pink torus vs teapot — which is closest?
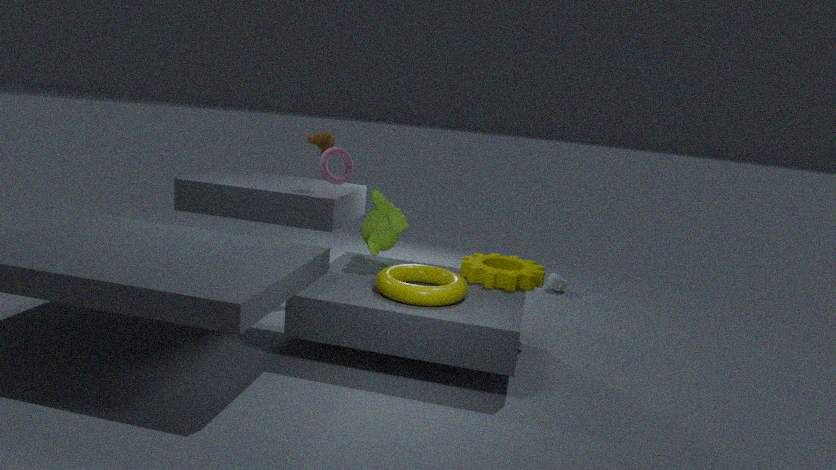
pink torus
